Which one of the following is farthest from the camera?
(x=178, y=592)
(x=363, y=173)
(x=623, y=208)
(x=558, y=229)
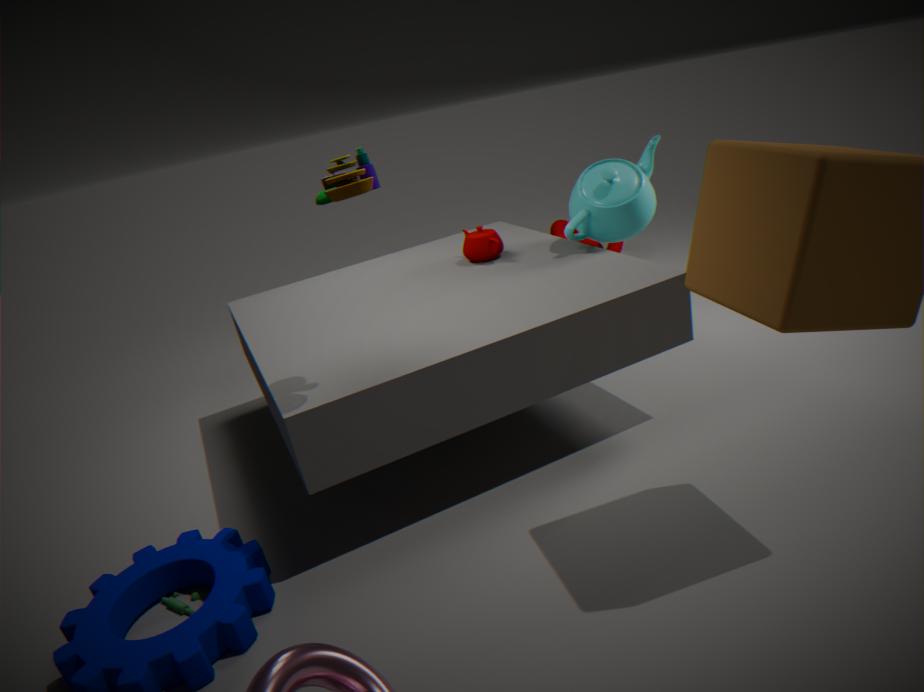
(x=558, y=229)
